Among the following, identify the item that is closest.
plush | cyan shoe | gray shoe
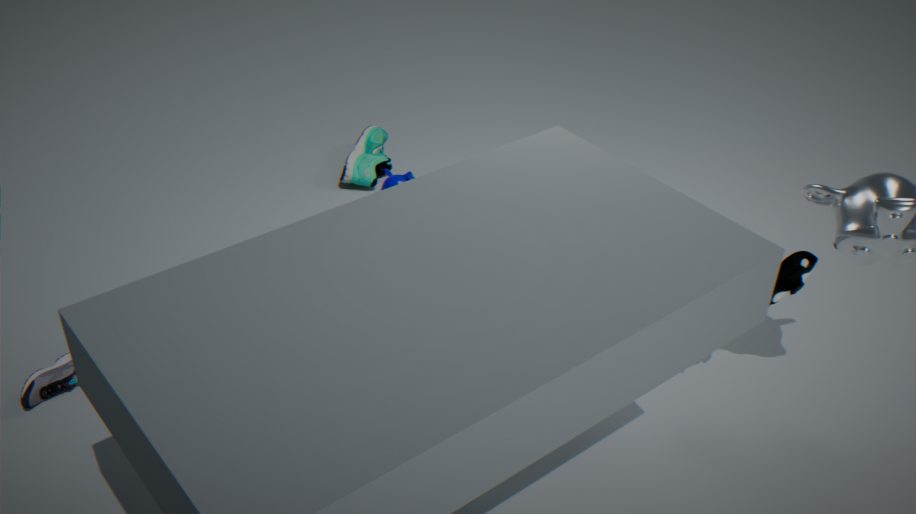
plush
